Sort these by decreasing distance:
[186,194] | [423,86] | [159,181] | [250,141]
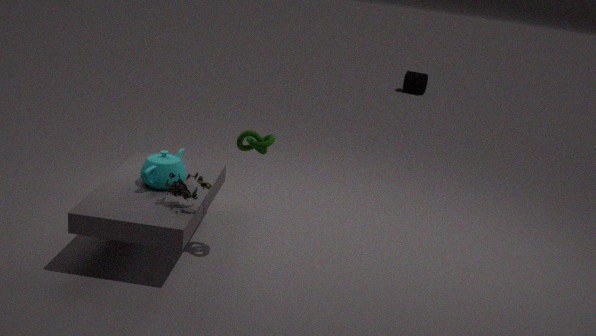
1. [423,86]
2. [159,181]
3. [250,141]
4. [186,194]
